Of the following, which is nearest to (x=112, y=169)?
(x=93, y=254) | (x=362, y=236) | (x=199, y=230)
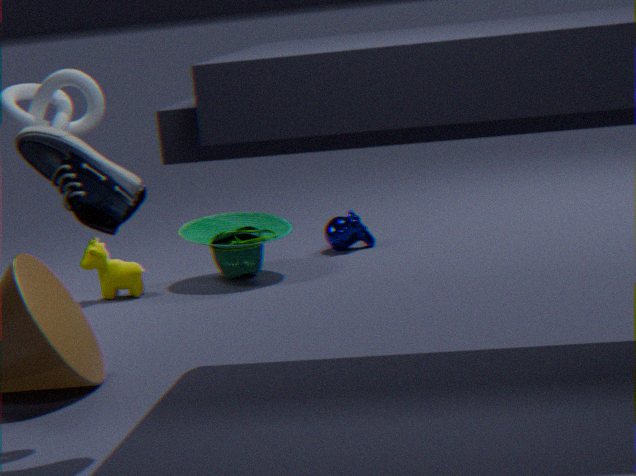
(x=93, y=254)
